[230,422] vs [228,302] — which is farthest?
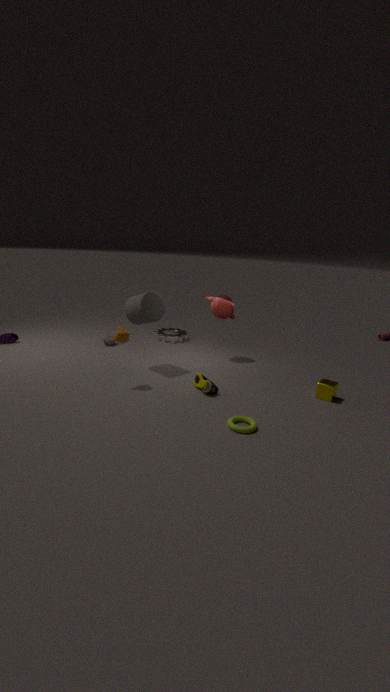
[228,302]
